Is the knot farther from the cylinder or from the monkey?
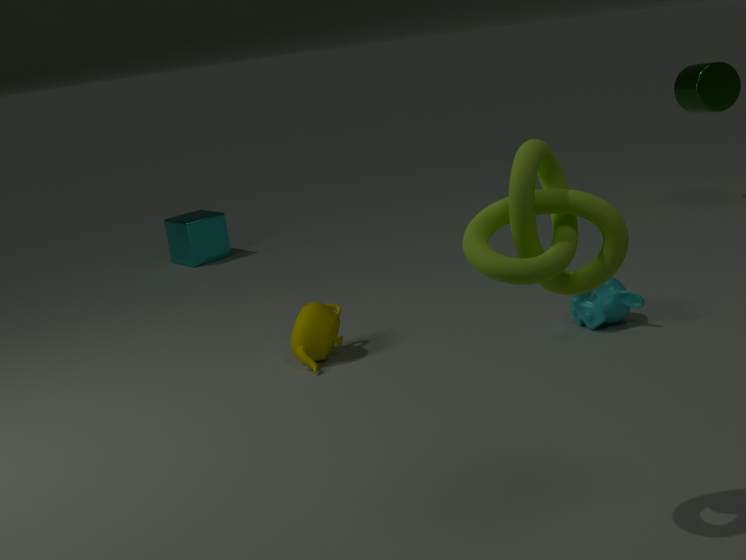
the cylinder
